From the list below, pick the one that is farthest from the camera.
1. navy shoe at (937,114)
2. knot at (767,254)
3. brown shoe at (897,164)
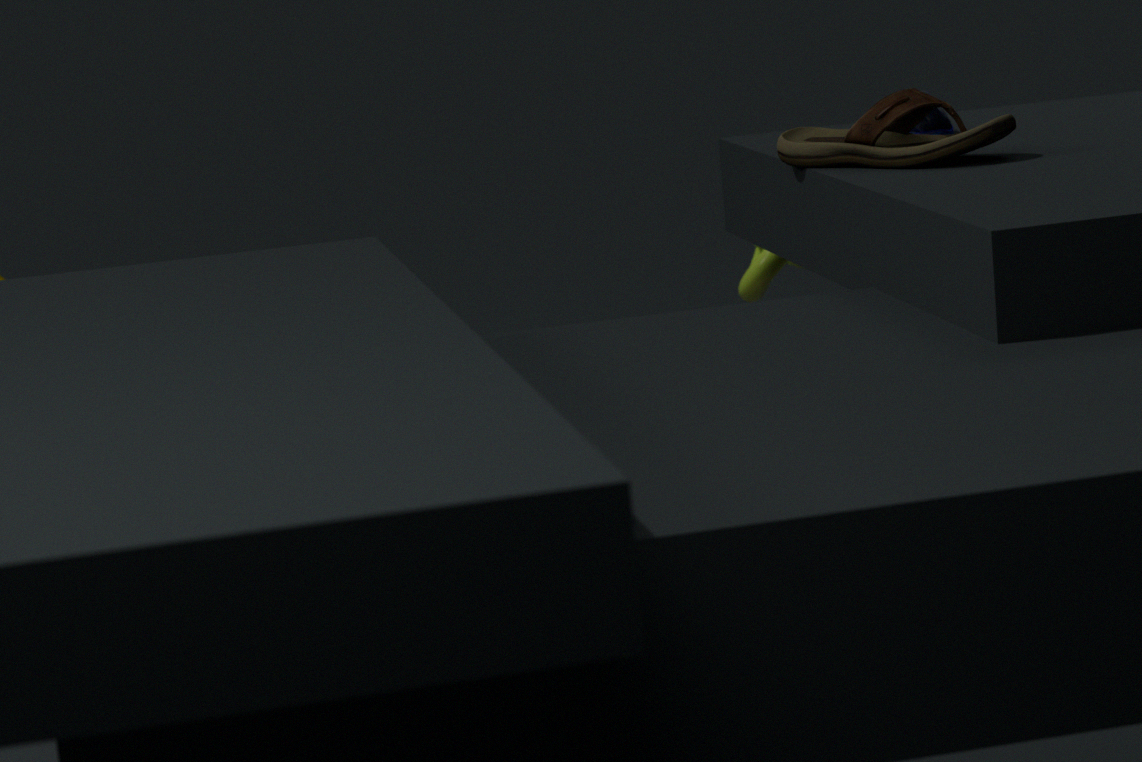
knot at (767,254)
